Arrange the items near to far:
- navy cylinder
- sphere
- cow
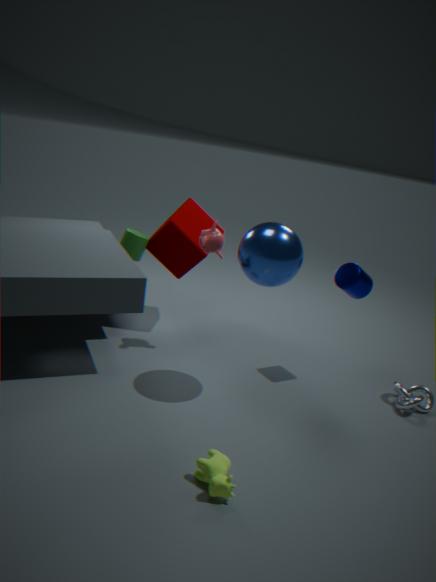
1. cow
2. sphere
3. navy cylinder
